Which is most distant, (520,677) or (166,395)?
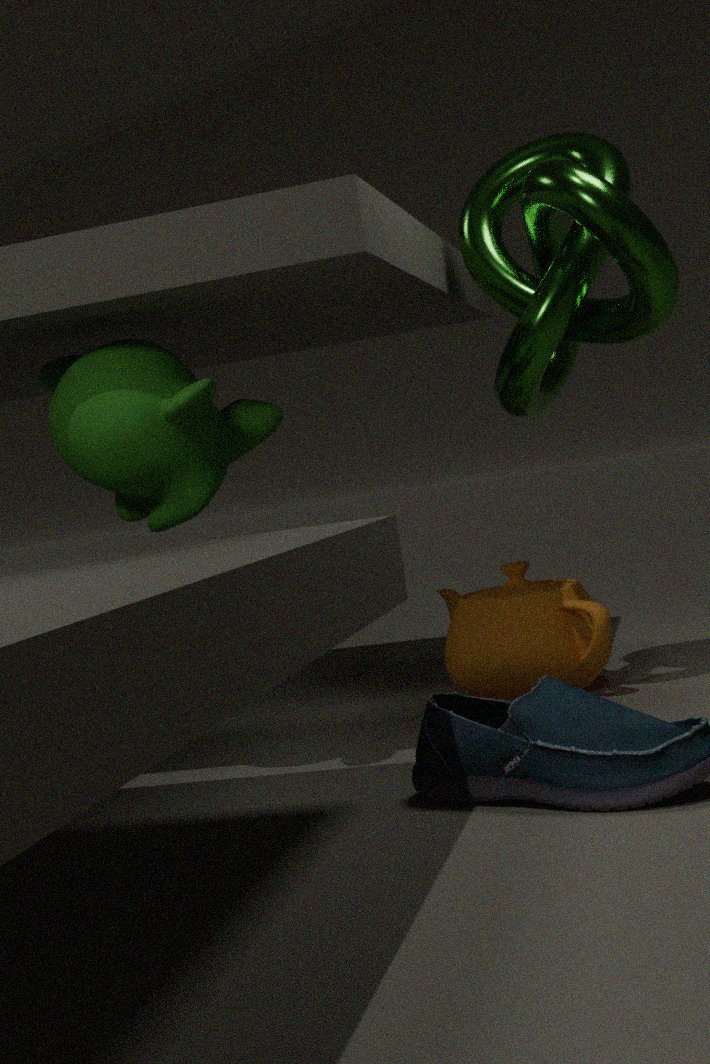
(520,677)
